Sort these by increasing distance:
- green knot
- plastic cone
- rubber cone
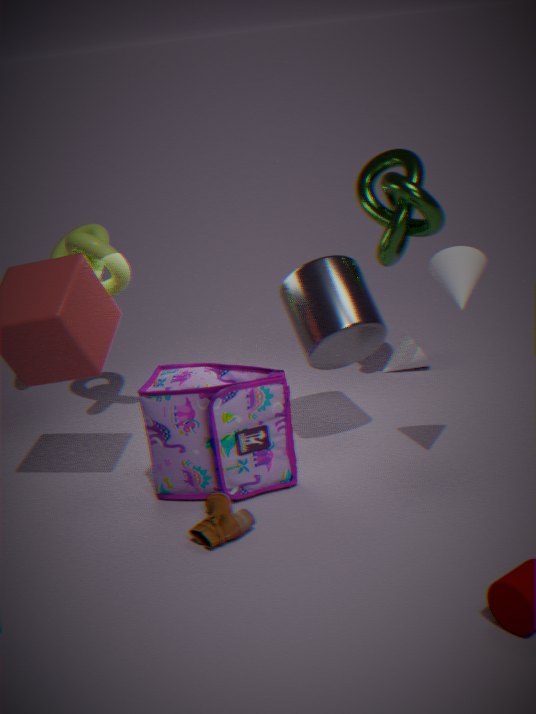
rubber cone < green knot < plastic cone
